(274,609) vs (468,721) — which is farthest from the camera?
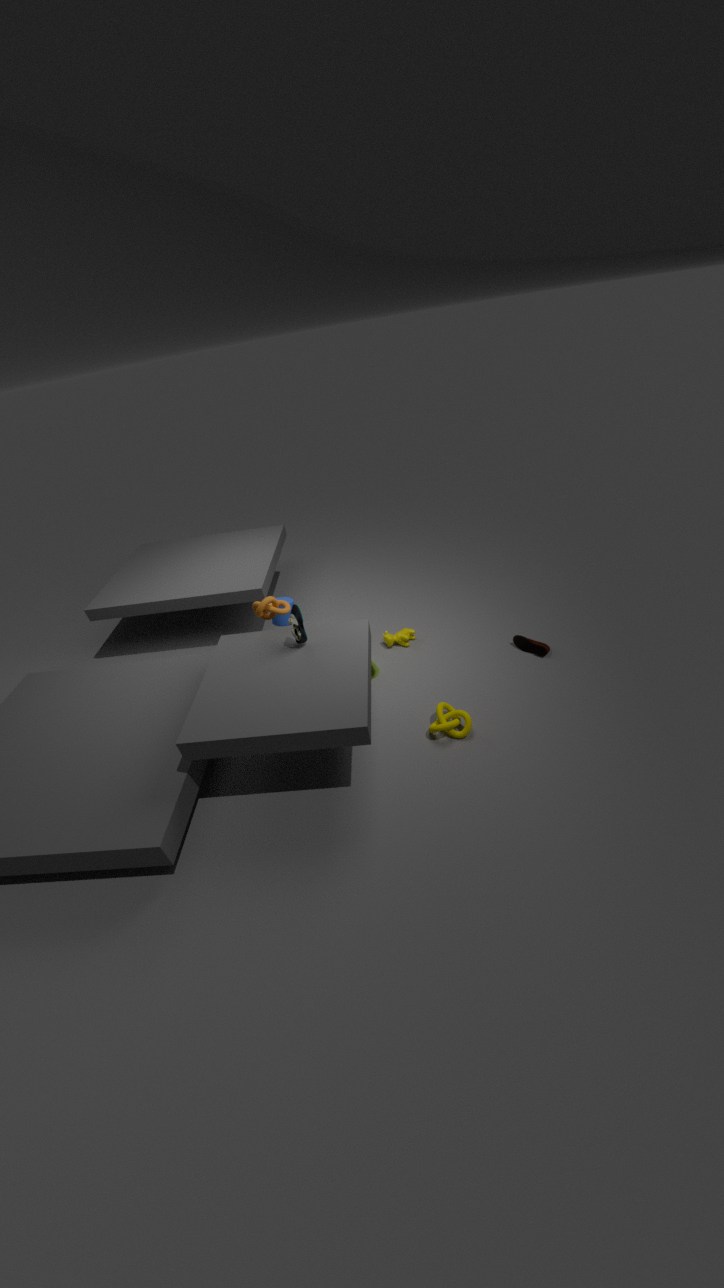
(274,609)
